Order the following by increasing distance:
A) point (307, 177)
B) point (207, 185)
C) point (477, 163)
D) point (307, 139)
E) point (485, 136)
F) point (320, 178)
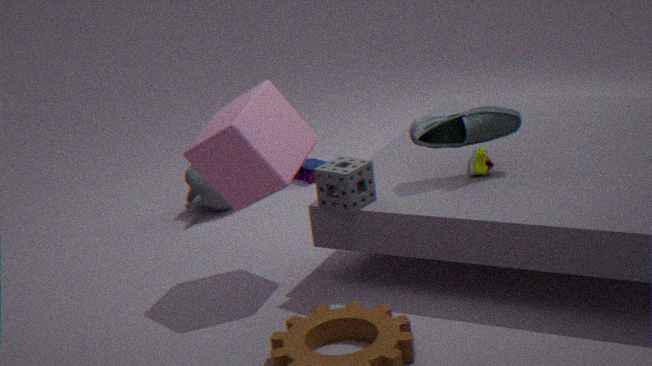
point (320, 178) → point (485, 136) → point (307, 139) → point (477, 163) → point (207, 185) → point (307, 177)
